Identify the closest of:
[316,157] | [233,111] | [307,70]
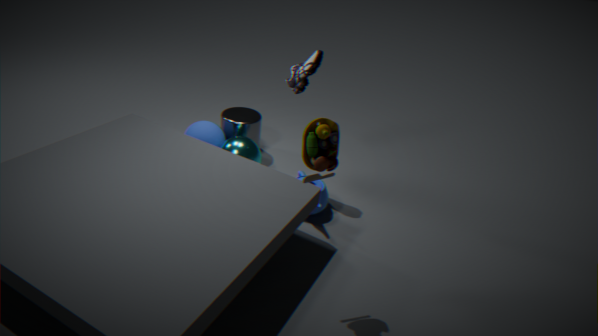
[316,157]
